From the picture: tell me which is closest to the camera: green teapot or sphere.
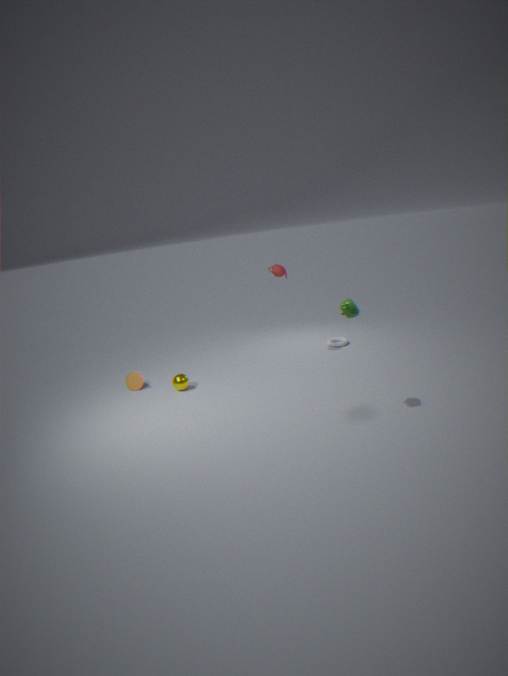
green teapot
